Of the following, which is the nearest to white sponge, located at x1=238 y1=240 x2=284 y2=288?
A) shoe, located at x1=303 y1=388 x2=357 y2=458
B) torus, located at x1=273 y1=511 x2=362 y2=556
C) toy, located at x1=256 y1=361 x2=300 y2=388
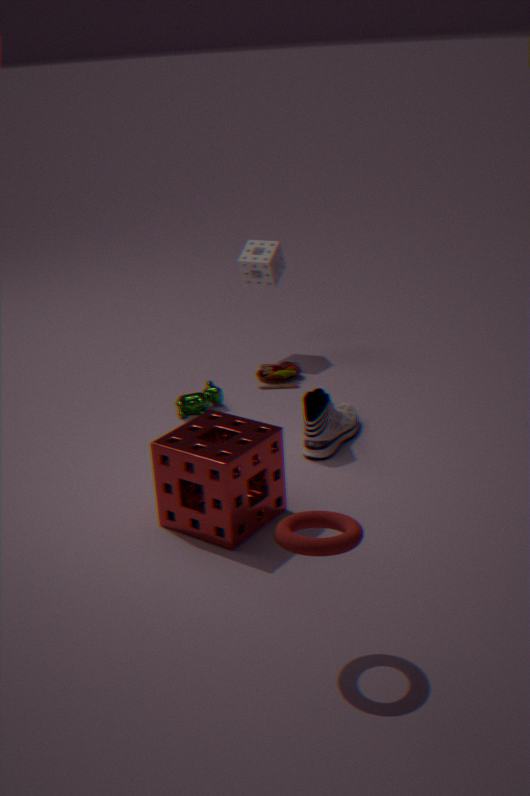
toy, located at x1=256 y1=361 x2=300 y2=388
